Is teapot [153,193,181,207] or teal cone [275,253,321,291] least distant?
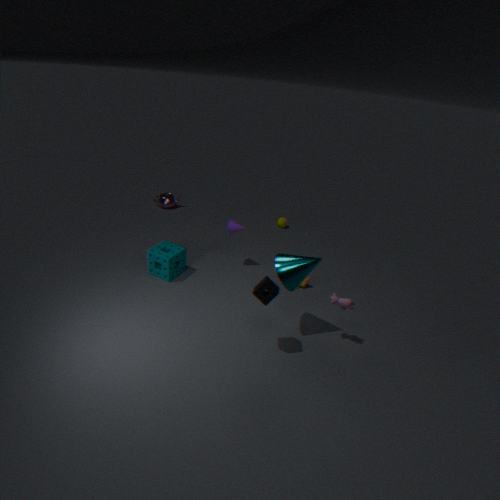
teal cone [275,253,321,291]
